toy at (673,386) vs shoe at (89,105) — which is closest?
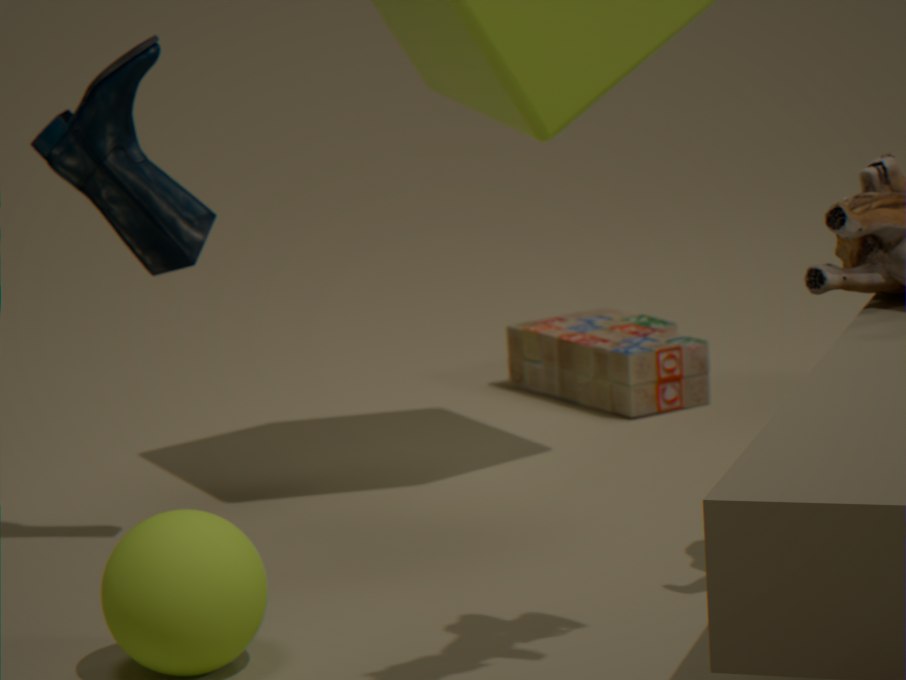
shoe at (89,105)
